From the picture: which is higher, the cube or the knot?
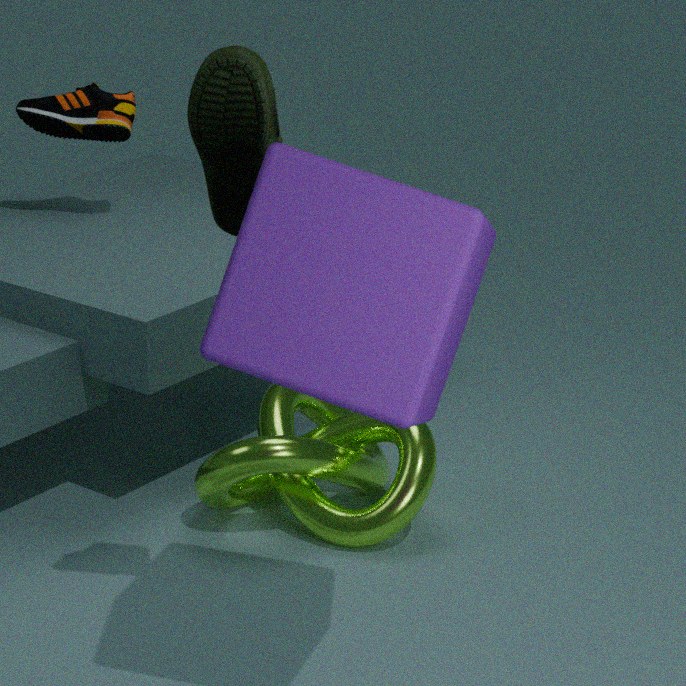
the cube
